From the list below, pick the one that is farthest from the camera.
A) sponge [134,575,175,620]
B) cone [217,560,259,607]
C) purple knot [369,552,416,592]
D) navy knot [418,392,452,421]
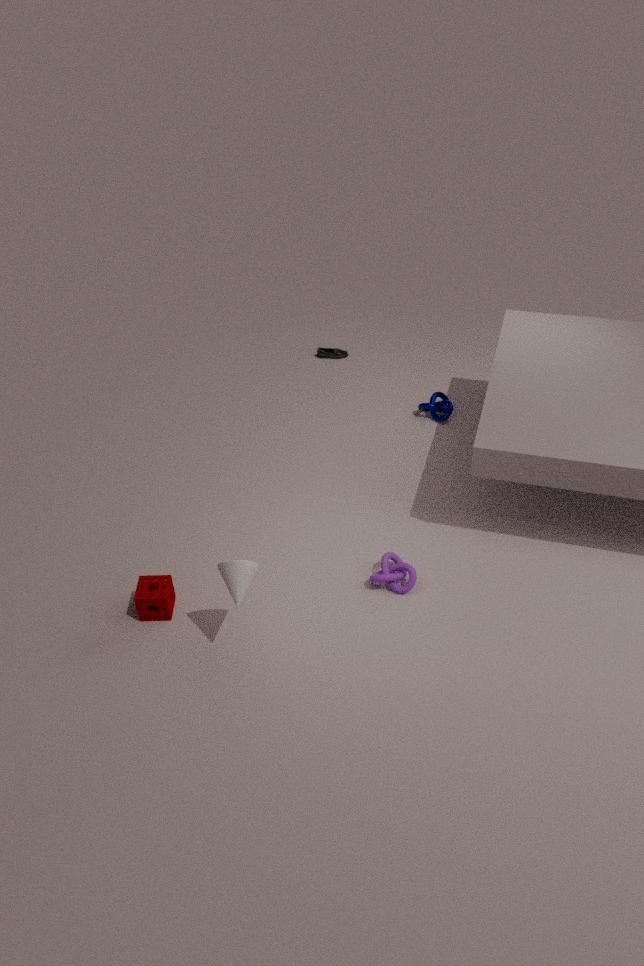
navy knot [418,392,452,421]
